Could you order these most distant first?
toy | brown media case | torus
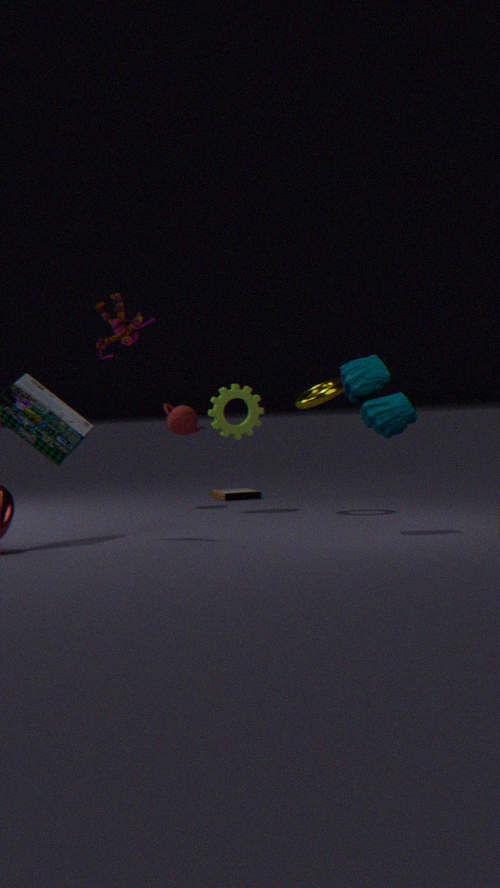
brown media case
torus
toy
